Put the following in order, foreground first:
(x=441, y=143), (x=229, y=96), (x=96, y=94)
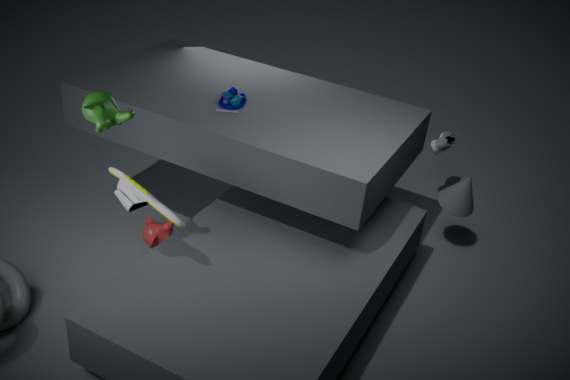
(x=96, y=94) → (x=229, y=96) → (x=441, y=143)
